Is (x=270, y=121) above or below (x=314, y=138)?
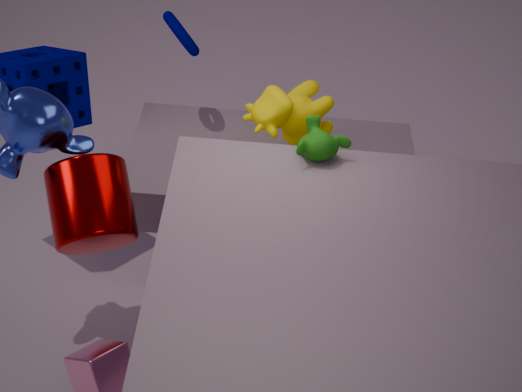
below
